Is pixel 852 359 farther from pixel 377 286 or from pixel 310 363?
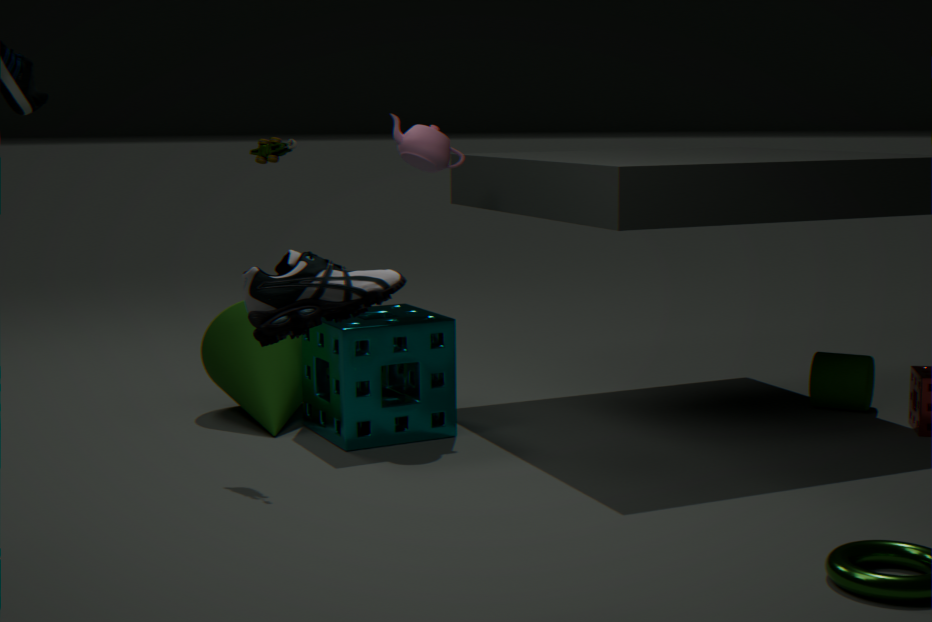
pixel 377 286
